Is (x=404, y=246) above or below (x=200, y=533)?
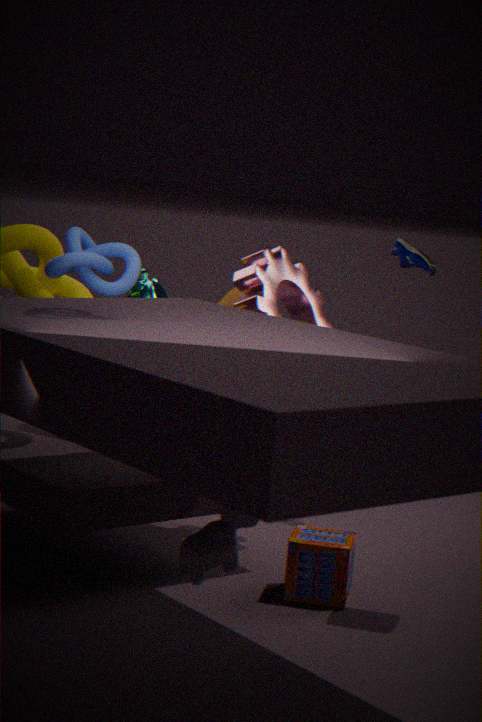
above
